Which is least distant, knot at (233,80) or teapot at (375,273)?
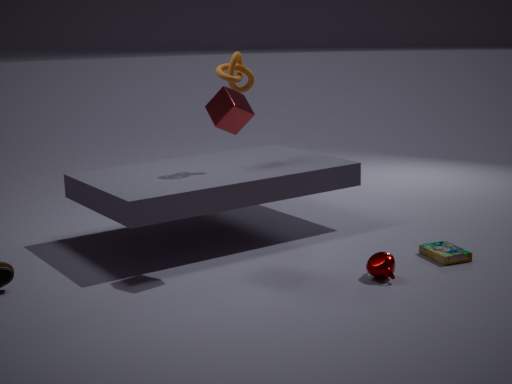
teapot at (375,273)
